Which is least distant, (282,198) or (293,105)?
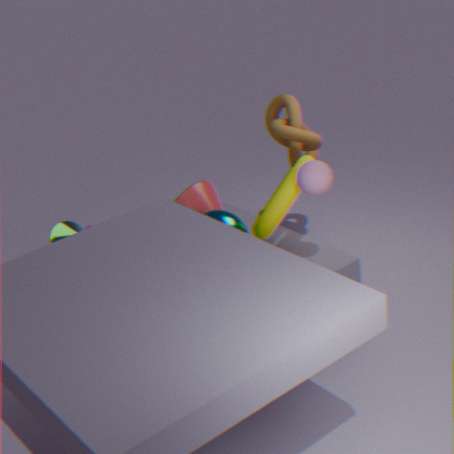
(282,198)
